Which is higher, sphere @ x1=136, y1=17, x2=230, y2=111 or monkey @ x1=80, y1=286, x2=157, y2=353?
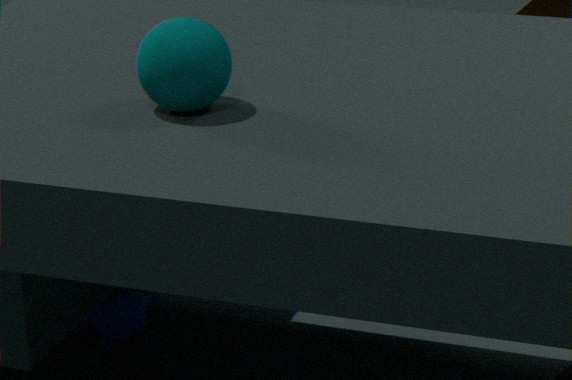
sphere @ x1=136, y1=17, x2=230, y2=111
